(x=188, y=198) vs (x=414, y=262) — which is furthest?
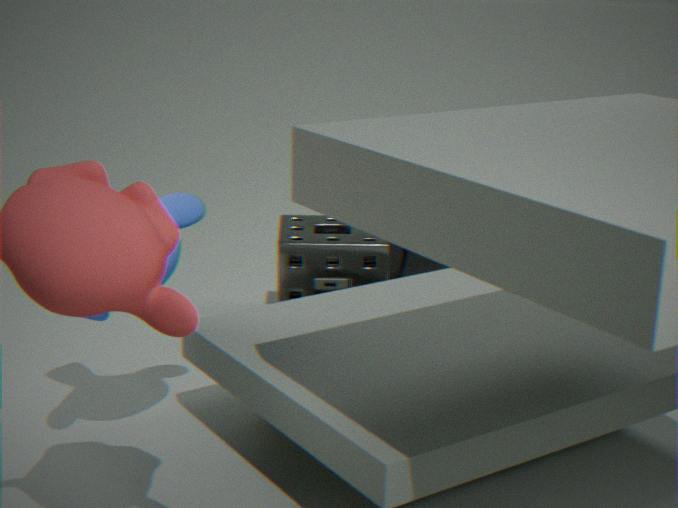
(x=414, y=262)
